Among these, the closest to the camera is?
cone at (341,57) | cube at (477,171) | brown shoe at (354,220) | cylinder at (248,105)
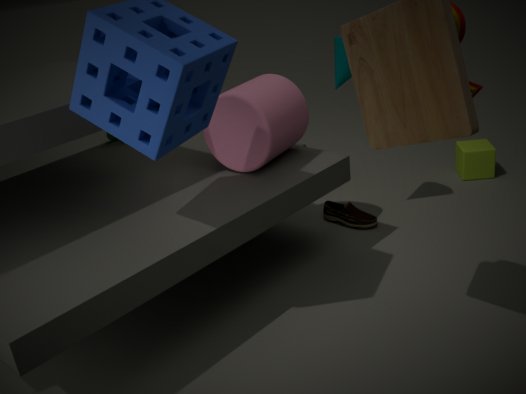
cylinder at (248,105)
